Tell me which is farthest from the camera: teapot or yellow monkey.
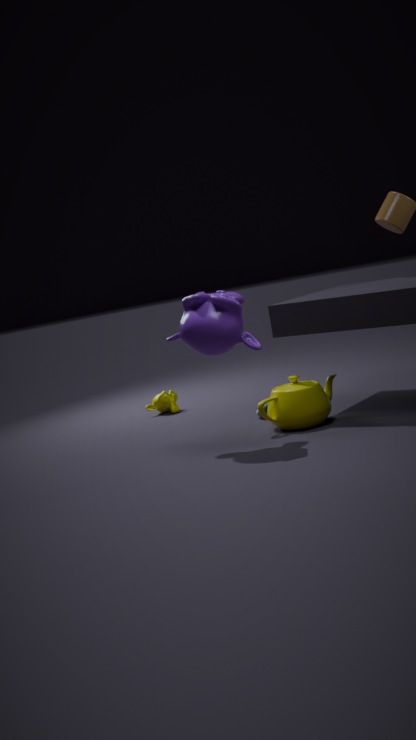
yellow monkey
